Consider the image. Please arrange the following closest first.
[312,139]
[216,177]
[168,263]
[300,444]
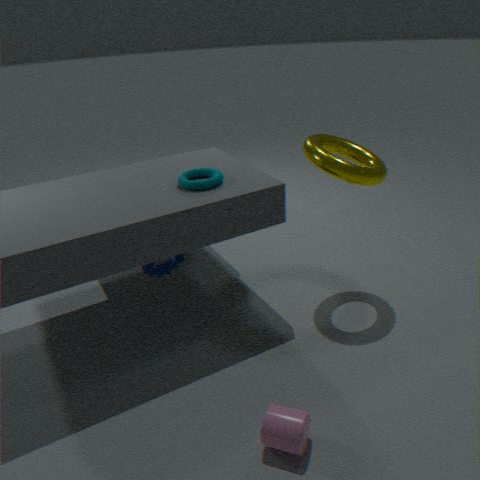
[300,444], [216,177], [312,139], [168,263]
